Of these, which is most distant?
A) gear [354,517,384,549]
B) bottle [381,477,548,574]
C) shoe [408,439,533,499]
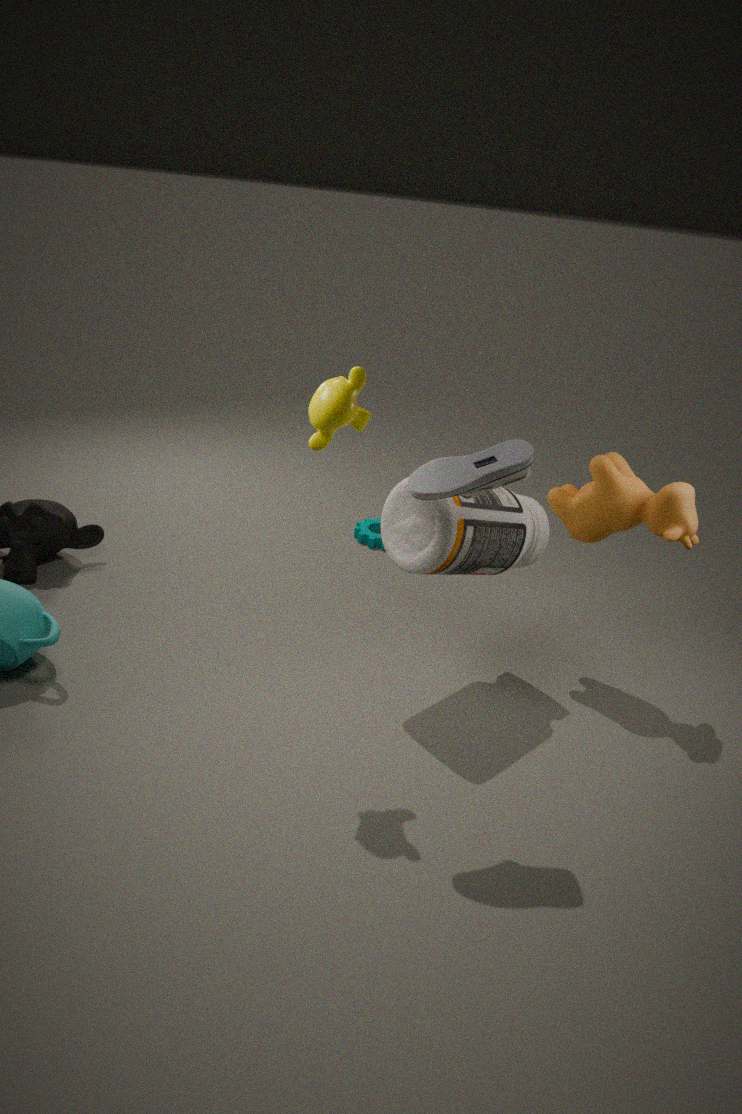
gear [354,517,384,549]
